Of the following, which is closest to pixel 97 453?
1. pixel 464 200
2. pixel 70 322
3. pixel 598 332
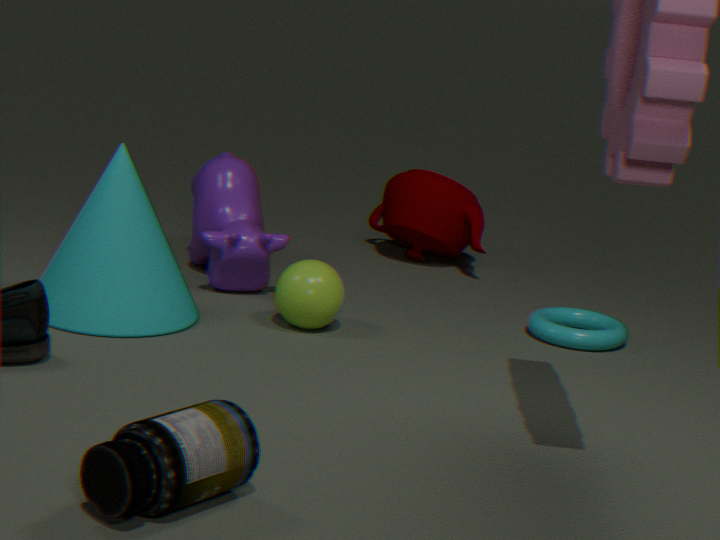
pixel 70 322
